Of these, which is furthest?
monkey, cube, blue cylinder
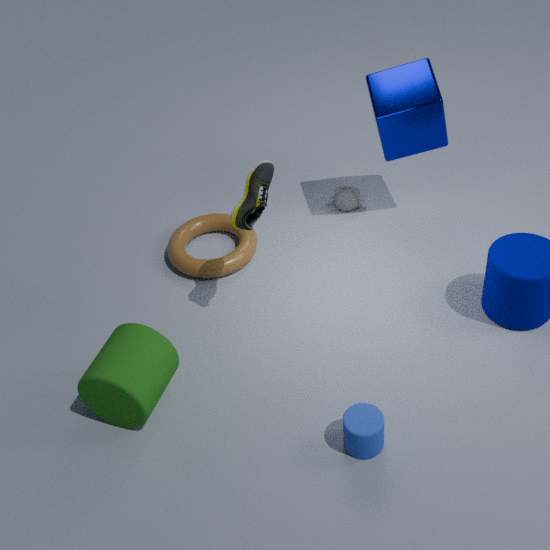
monkey
